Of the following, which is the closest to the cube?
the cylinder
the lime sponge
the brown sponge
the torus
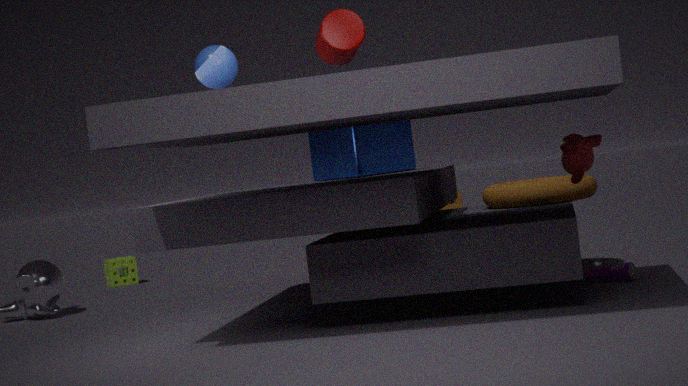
the torus
